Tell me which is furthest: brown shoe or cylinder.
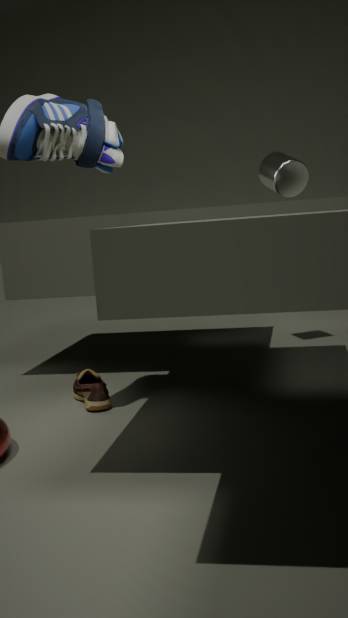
cylinder
